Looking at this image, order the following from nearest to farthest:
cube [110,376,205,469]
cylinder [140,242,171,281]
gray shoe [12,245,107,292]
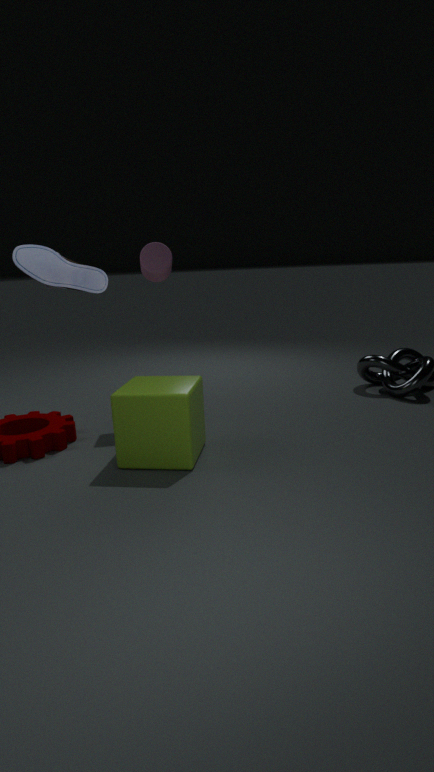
1. gray shoe [12,245,107,292]
2. cube [110,376,205,469]
3. cylinder [140,242,171,281]
